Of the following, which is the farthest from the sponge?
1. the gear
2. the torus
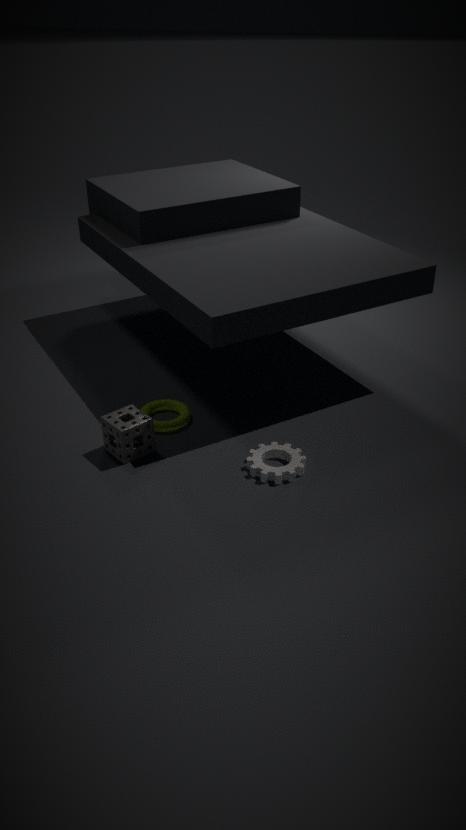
the gear
